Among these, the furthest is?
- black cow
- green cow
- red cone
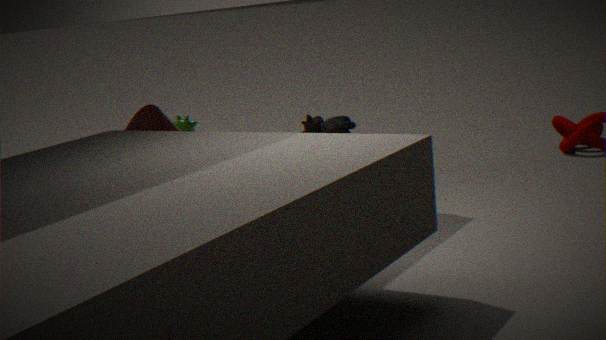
black cow
